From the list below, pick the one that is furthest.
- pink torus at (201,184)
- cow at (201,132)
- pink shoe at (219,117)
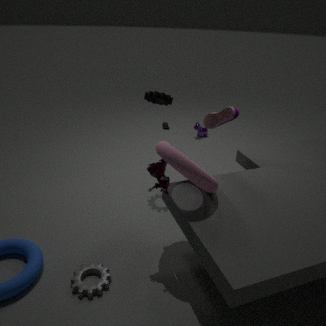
cow at (201,132)
